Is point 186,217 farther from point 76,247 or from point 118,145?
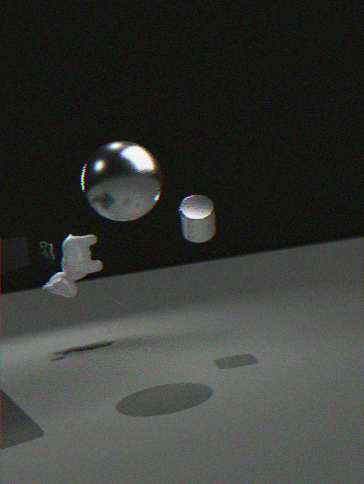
point 76,247
